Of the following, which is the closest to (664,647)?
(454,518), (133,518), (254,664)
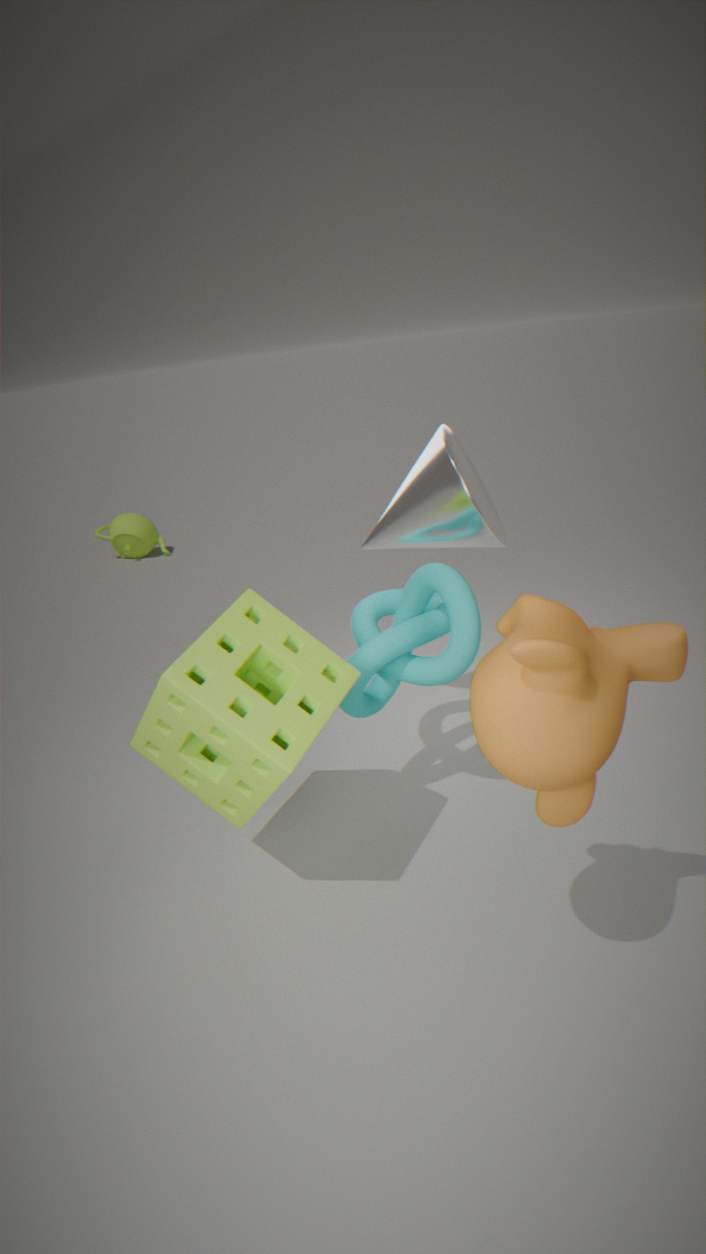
(254,664)
